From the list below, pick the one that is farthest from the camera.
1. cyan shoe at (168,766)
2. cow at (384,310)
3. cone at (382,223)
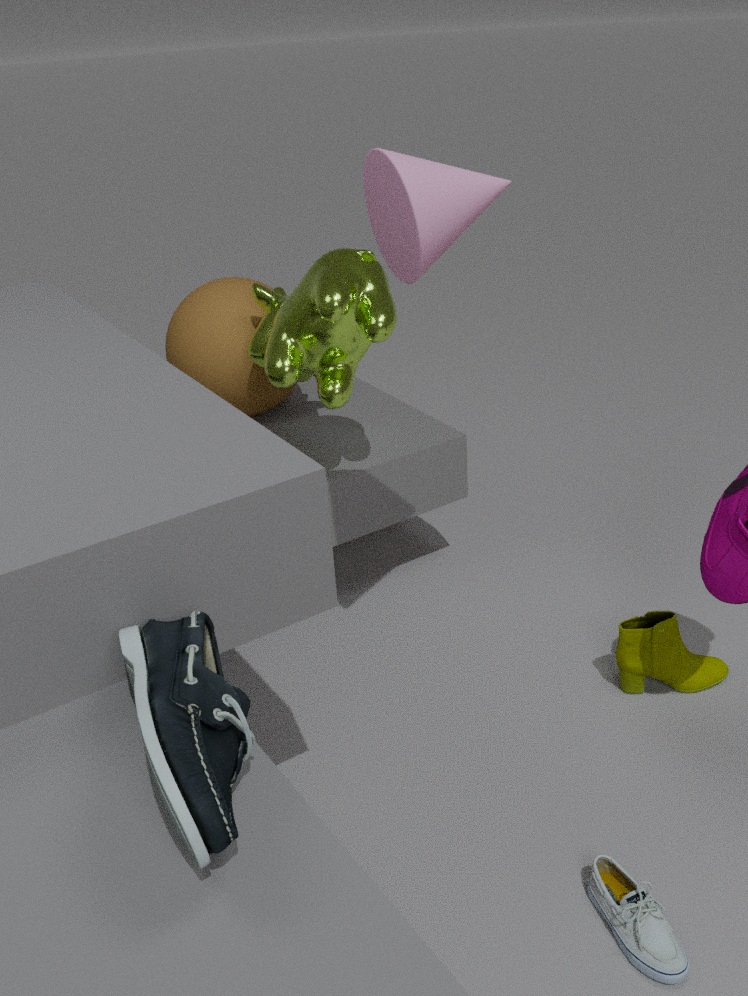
cow at (384,310)
